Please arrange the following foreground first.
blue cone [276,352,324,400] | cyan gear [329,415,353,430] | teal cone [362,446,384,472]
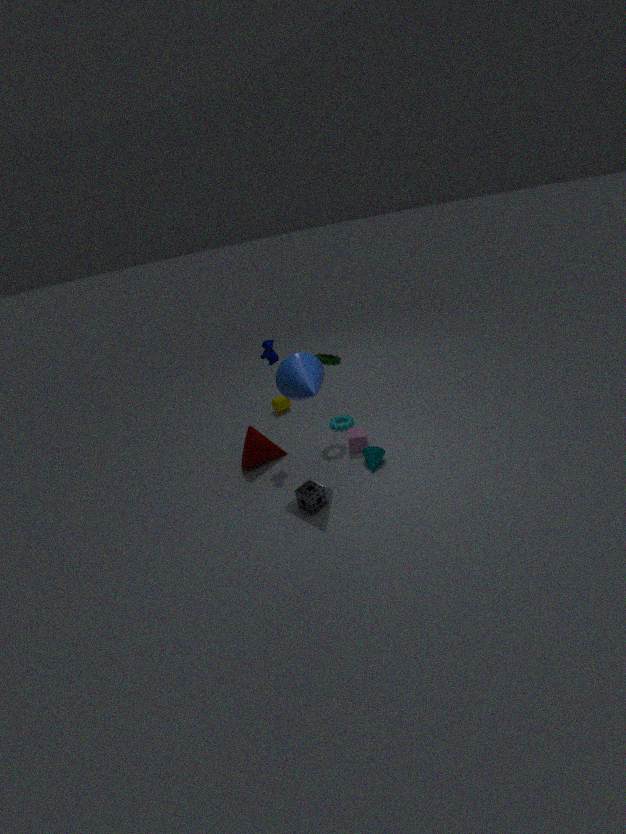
blue cone [276,352,324,400] < teal cone [362,446,384,472] < cyan gear [329,415,353,430]
